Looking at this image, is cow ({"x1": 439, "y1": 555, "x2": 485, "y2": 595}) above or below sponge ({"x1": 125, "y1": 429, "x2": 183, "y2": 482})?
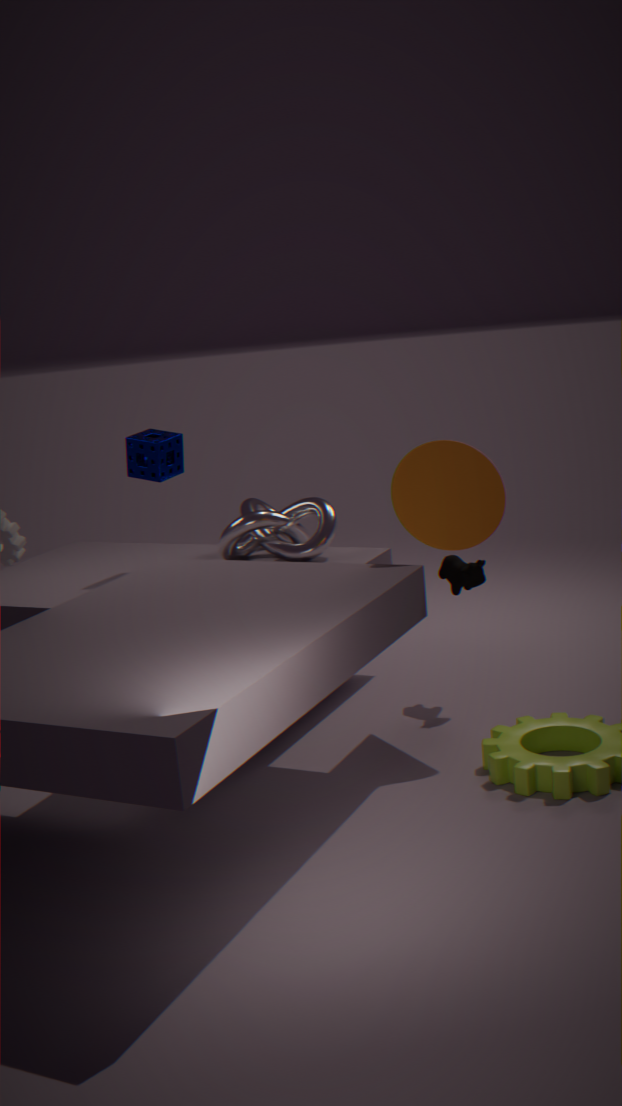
below
